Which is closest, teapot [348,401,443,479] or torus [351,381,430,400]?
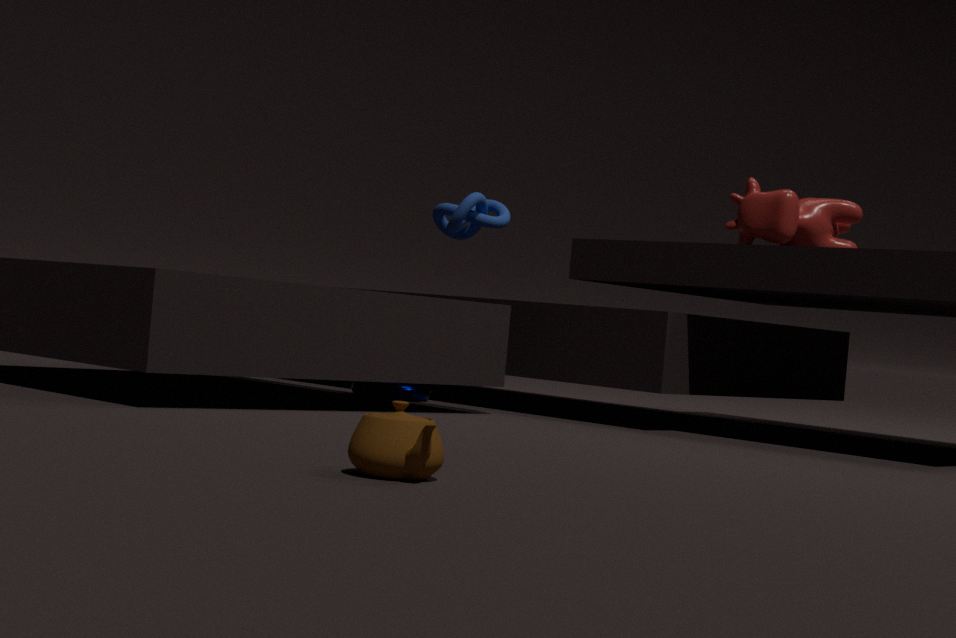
teapot [348,401,443,479]
